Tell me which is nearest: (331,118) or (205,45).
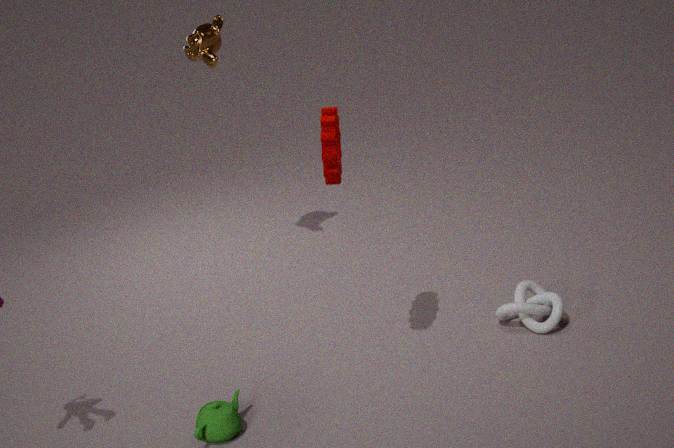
(331,118)
